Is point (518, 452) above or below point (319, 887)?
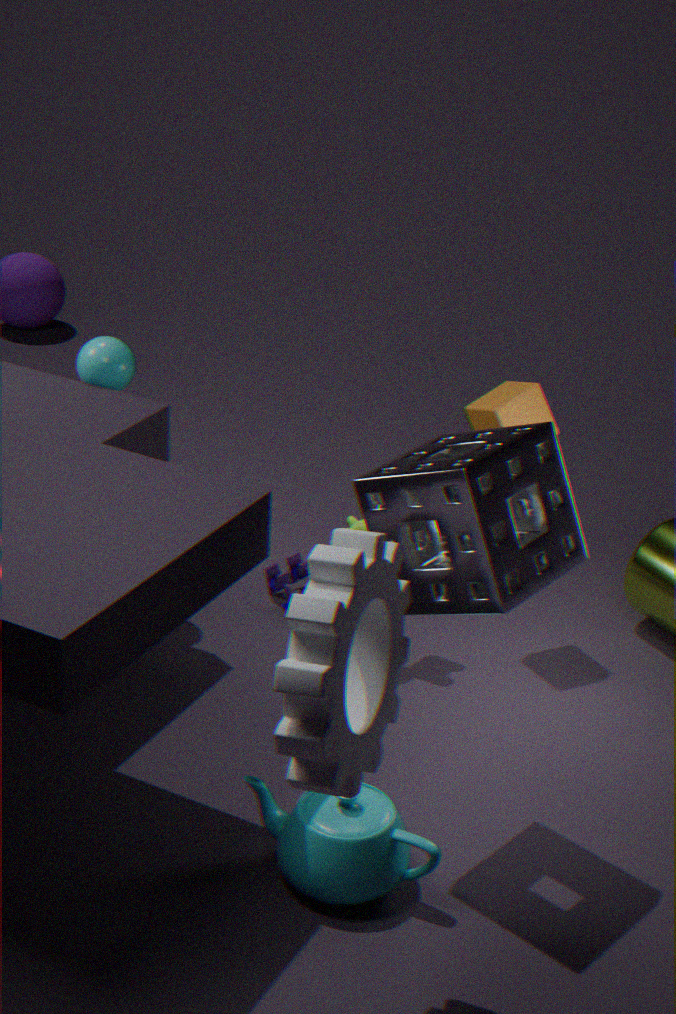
above
